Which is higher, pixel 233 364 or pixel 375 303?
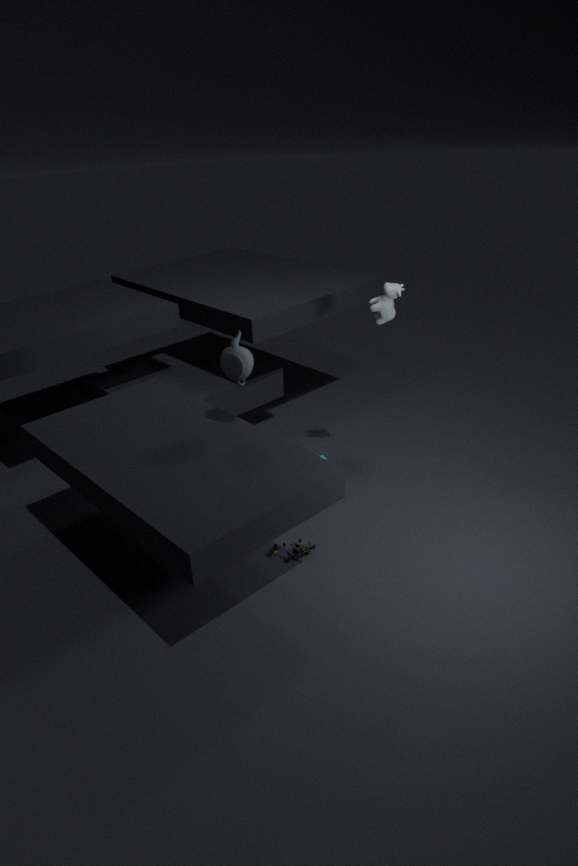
pixel 375 303
